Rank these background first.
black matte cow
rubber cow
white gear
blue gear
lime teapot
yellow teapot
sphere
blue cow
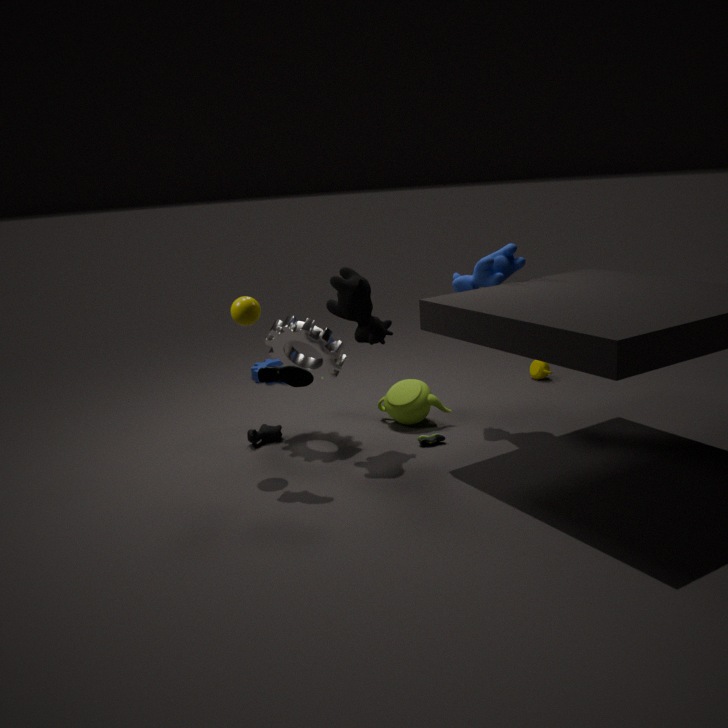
1. blue gear
2. yellow teapot
3. lime teapot
4. rubber cow
5. blue cow
6. white gear
7. black matte cow
8. sphere
